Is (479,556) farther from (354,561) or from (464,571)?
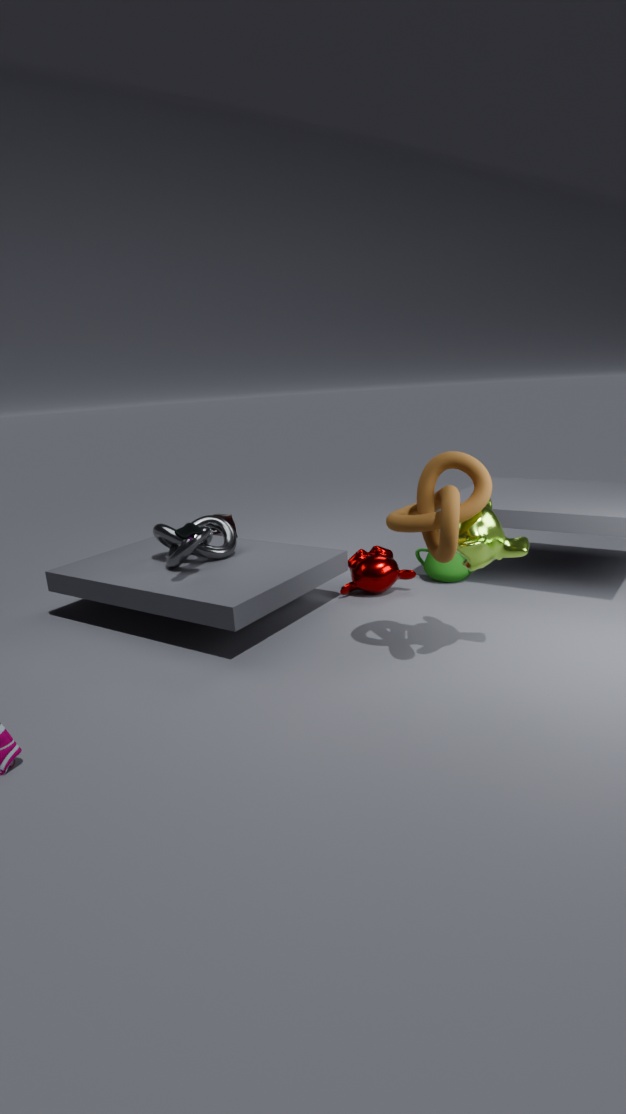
(464,571)
